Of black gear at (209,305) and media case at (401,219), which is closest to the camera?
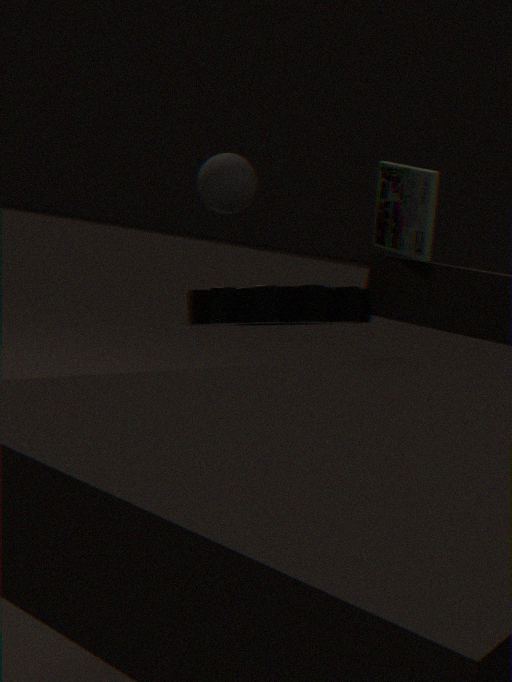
black gear at (209,305)
